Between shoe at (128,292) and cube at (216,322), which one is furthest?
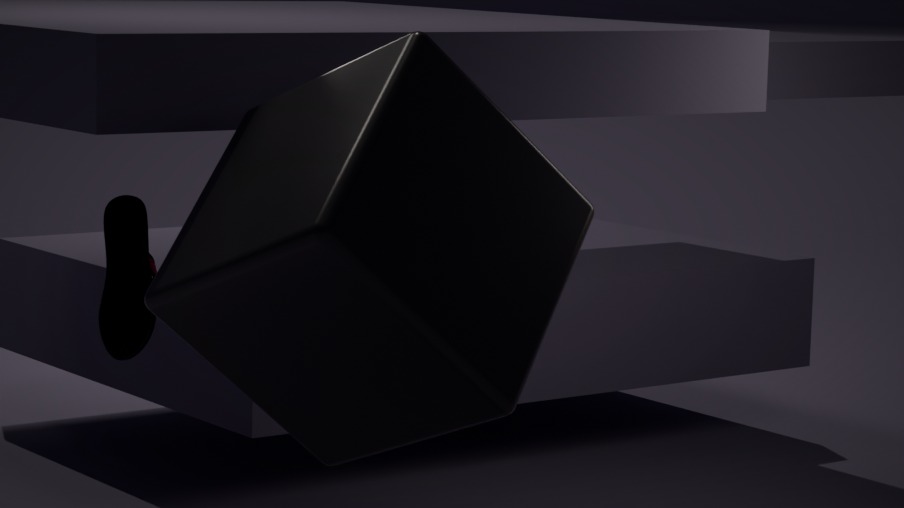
shoe at (128,292)
